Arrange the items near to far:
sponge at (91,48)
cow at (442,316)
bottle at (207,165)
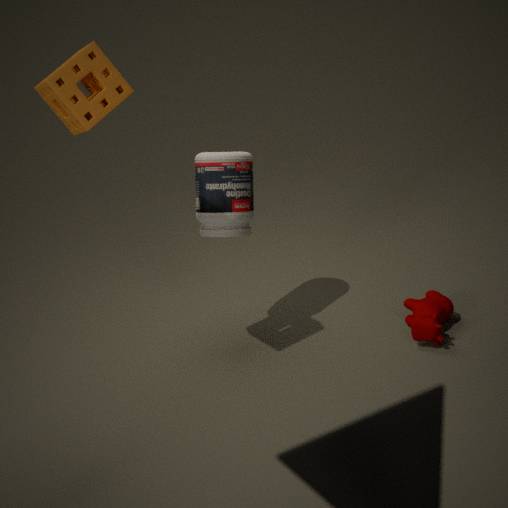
sponge at (91,48)
cow at (442,316)
bottle at (207,165)
